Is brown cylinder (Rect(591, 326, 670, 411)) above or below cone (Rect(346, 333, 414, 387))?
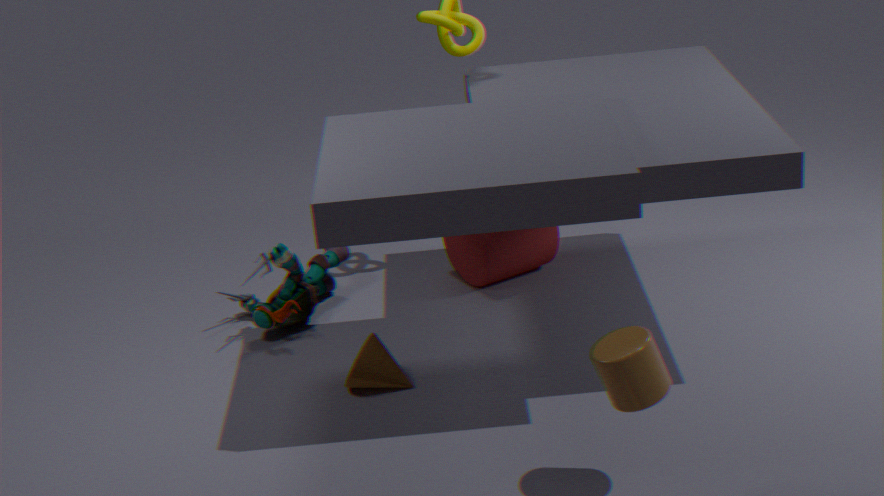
above
